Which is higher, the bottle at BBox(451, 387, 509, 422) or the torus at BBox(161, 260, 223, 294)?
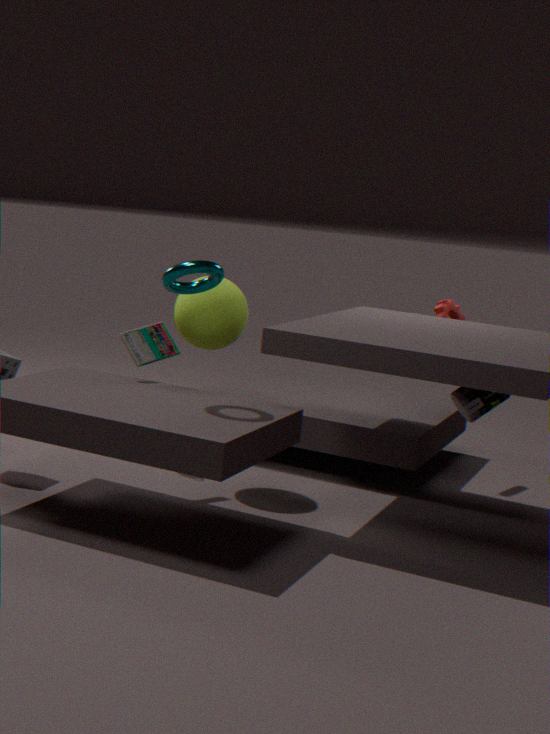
the torus at BBox(161, 260, 223, 294)
